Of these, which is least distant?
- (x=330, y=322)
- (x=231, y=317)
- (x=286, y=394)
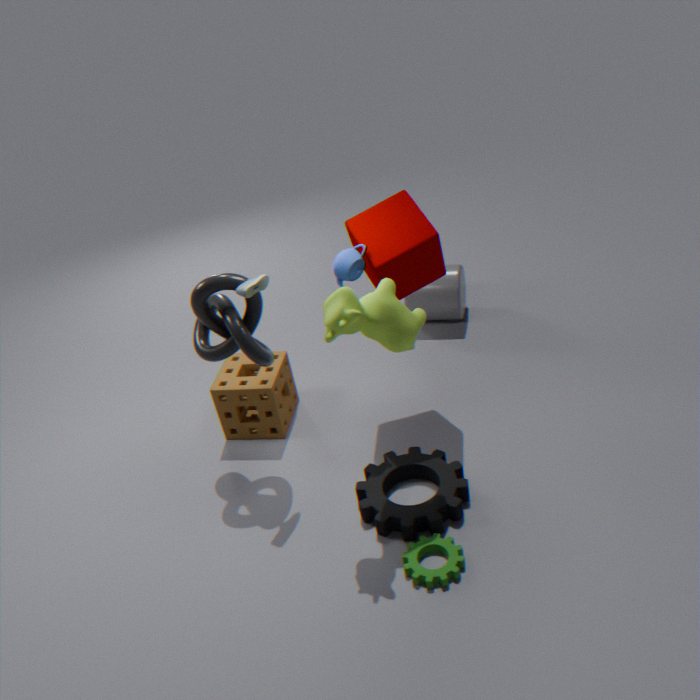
(x=330, y=322)
